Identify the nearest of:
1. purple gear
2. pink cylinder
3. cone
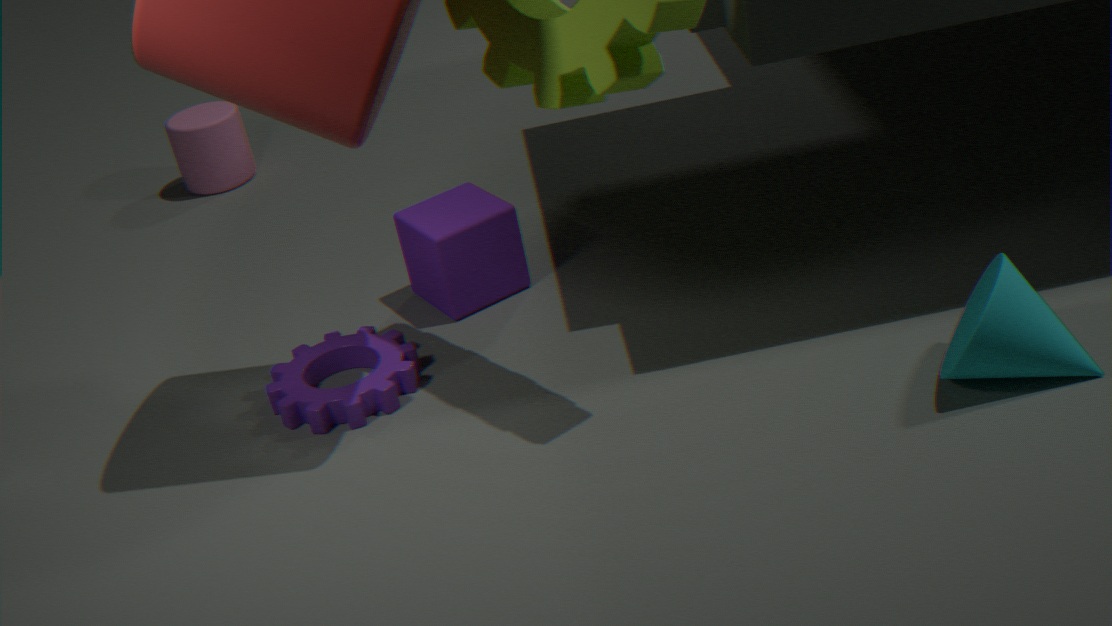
cone
